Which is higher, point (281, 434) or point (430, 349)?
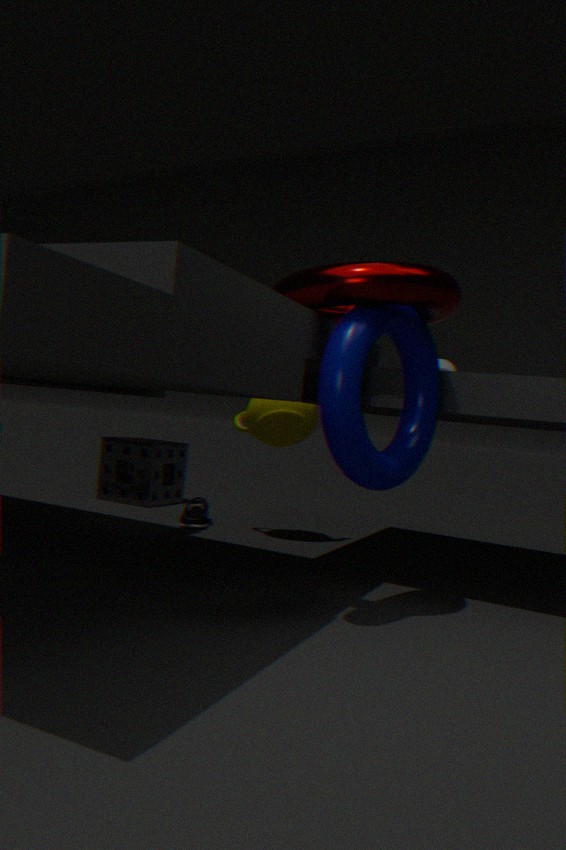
point (430, 349)
